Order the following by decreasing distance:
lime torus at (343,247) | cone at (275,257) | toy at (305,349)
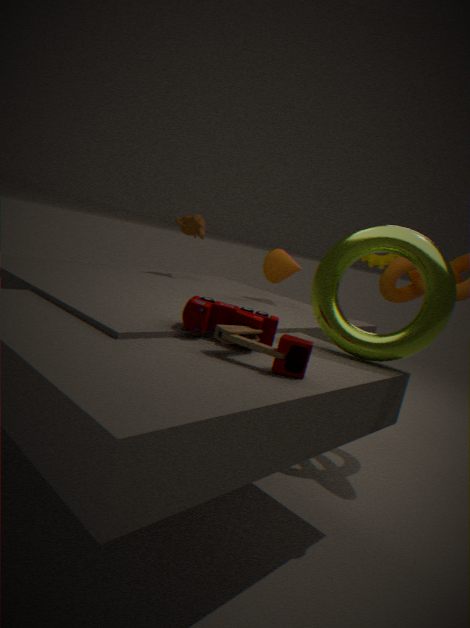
cone at (275,257)
lime torus at (343,247)
toy at (305,349)
